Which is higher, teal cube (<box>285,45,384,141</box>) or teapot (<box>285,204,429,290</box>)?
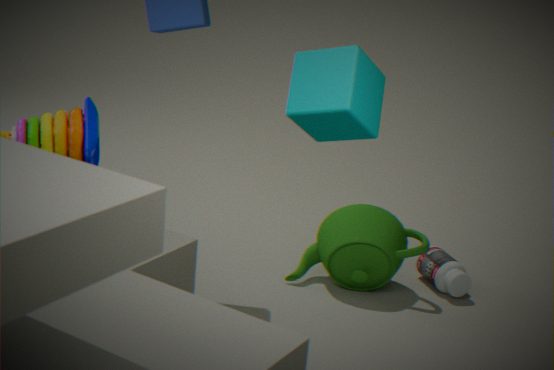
teal cube (<box>285,45,384,141</box>)
